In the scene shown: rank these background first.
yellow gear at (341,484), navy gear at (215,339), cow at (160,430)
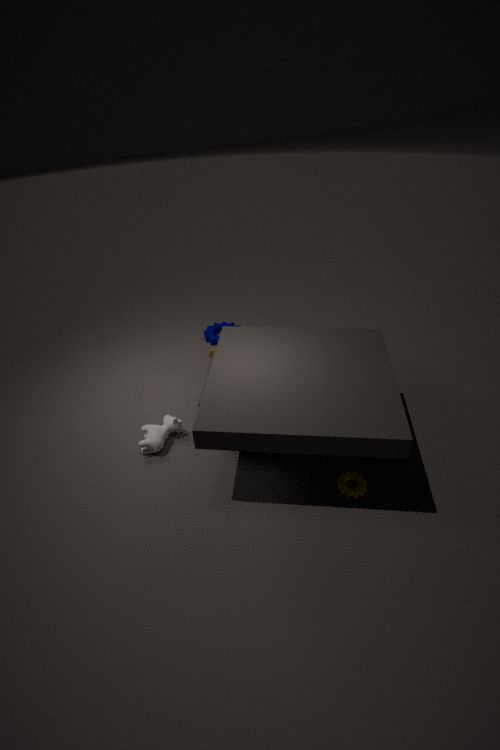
1. navy gear at (215,339)
2. cow at (160,430)
3. yellow gear at (341,484)
